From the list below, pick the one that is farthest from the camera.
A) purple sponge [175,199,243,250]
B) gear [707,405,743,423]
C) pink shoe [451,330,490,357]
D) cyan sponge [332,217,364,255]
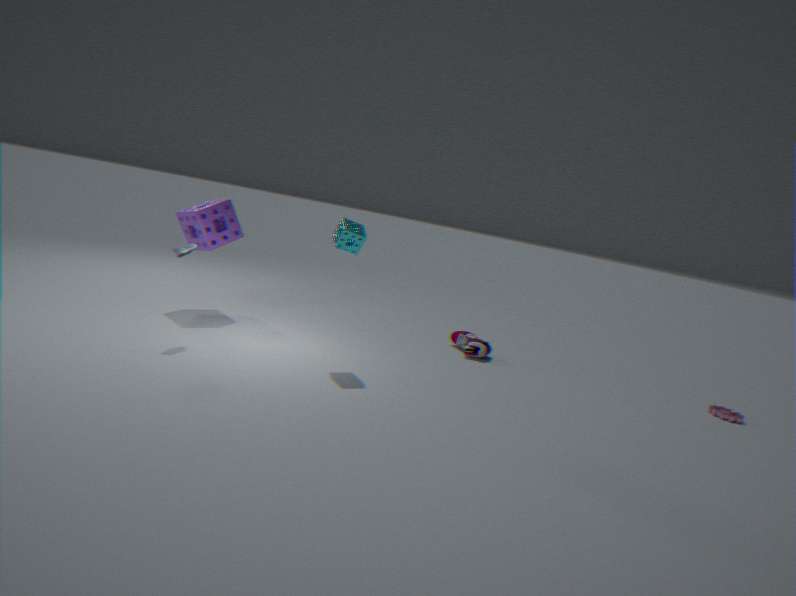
C. pink shoe [451,330,490,357]
